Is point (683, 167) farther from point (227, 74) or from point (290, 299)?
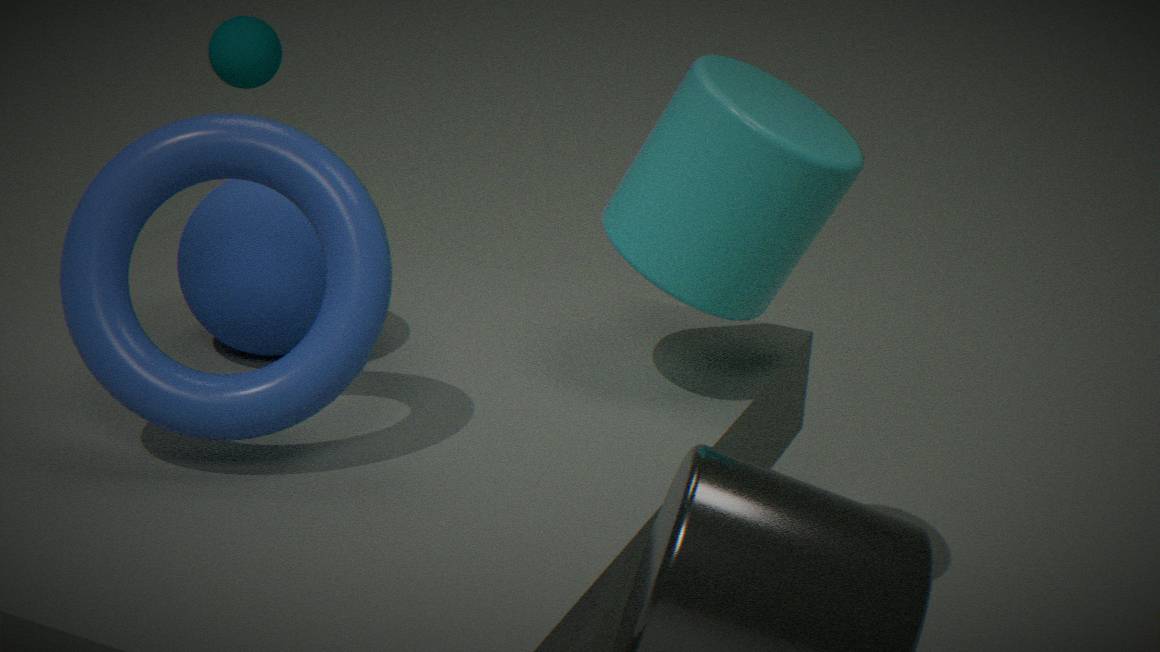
point (227, 74)
